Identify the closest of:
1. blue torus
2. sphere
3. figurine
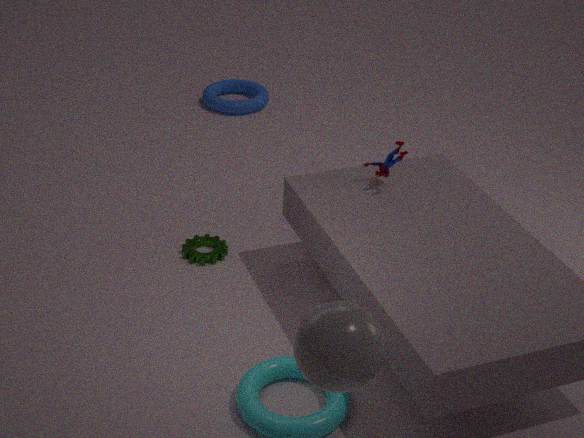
sphere
